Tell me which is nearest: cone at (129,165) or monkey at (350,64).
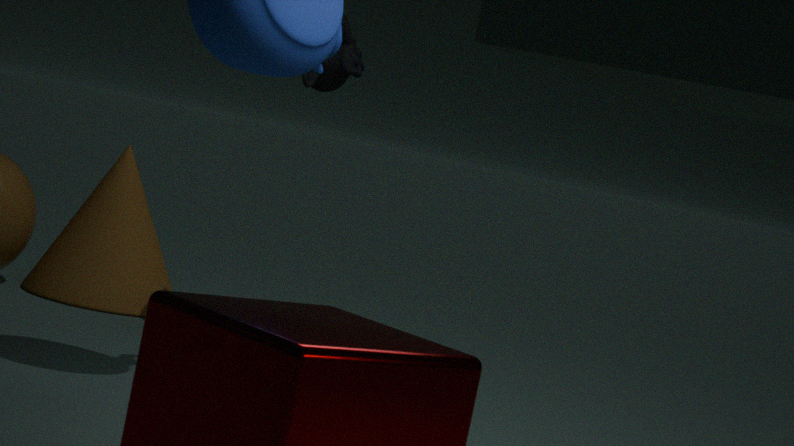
monkey at (350,64)
